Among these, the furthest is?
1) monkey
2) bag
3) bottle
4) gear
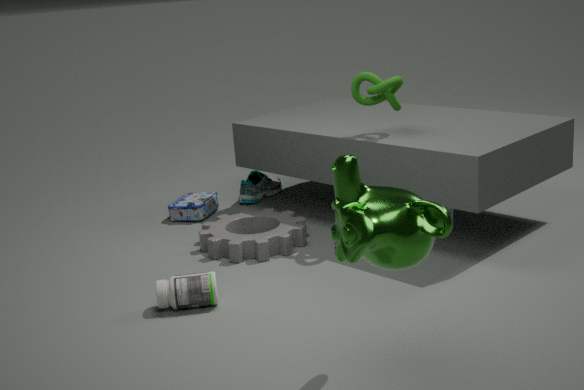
2. bag
